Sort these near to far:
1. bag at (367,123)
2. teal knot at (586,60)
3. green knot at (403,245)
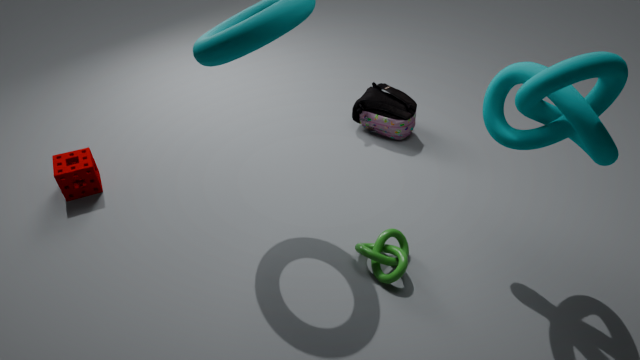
teal knot at (586,60)
green knot at (403,245)
bag at (367,123)
